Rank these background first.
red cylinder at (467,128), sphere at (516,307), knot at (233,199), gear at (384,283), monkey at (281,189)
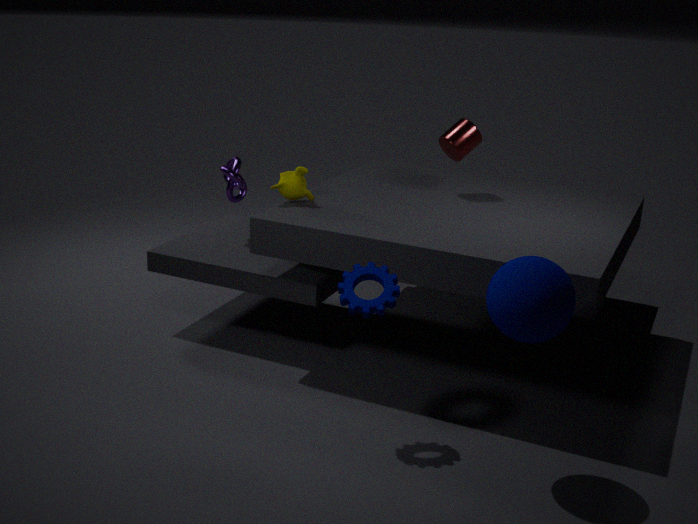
knot at (233,199), red cylinder at (467,128), monkey at (281,189), gear at (384,283), sphere at (516,307)
